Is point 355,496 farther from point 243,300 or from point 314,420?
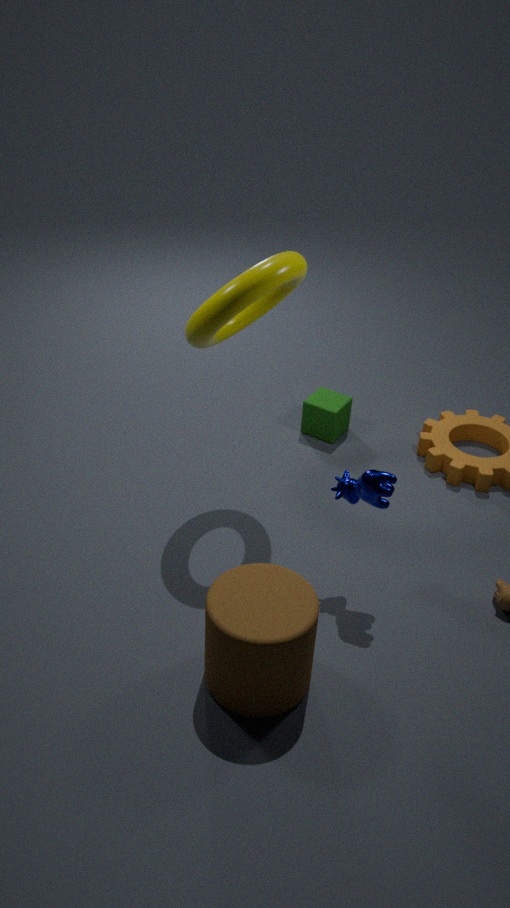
point 314,420
